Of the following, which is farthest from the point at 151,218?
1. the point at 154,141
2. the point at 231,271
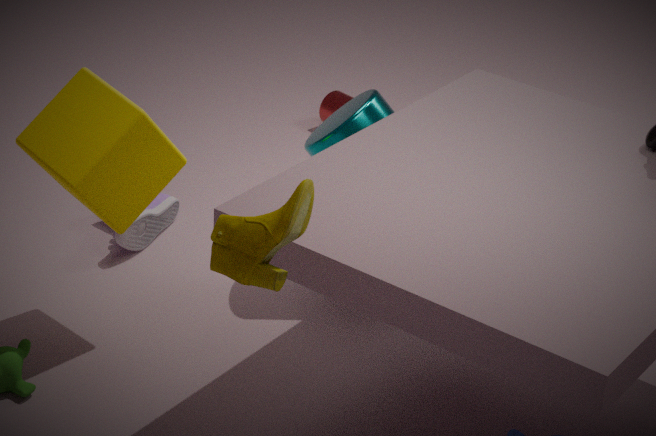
the point at 231,271
